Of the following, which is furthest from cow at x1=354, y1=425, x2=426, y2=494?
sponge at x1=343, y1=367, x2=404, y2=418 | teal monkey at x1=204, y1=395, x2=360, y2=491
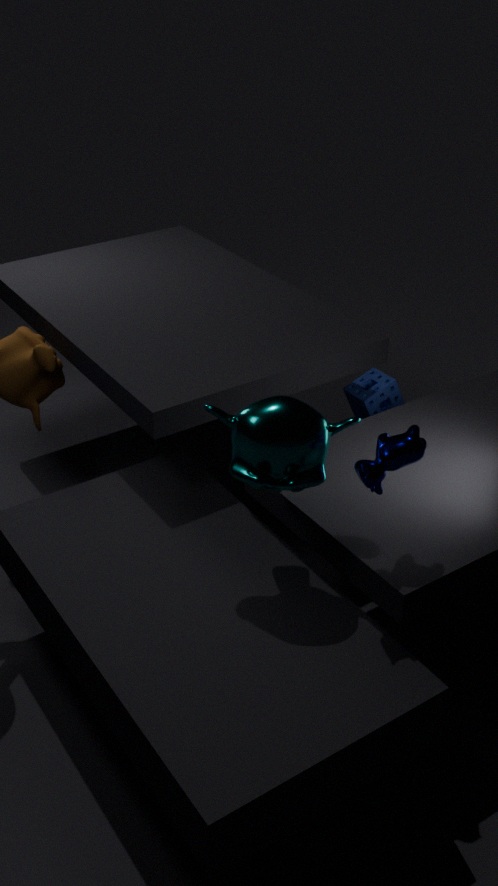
sponge at x1=343, y1=367, x2=404, y2=418
